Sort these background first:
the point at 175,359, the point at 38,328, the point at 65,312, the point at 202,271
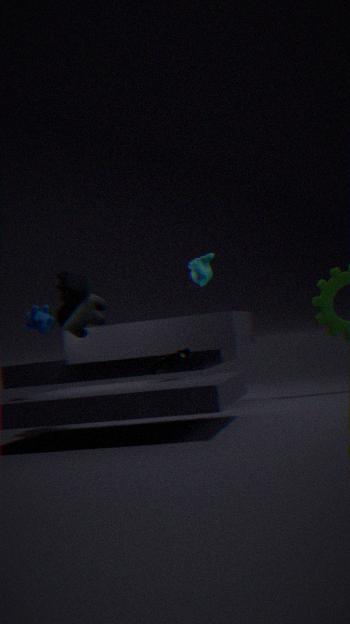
1. the point at 65,312
2. the point at 175,359
3. the point at 202,271
4. the point at 38,328
